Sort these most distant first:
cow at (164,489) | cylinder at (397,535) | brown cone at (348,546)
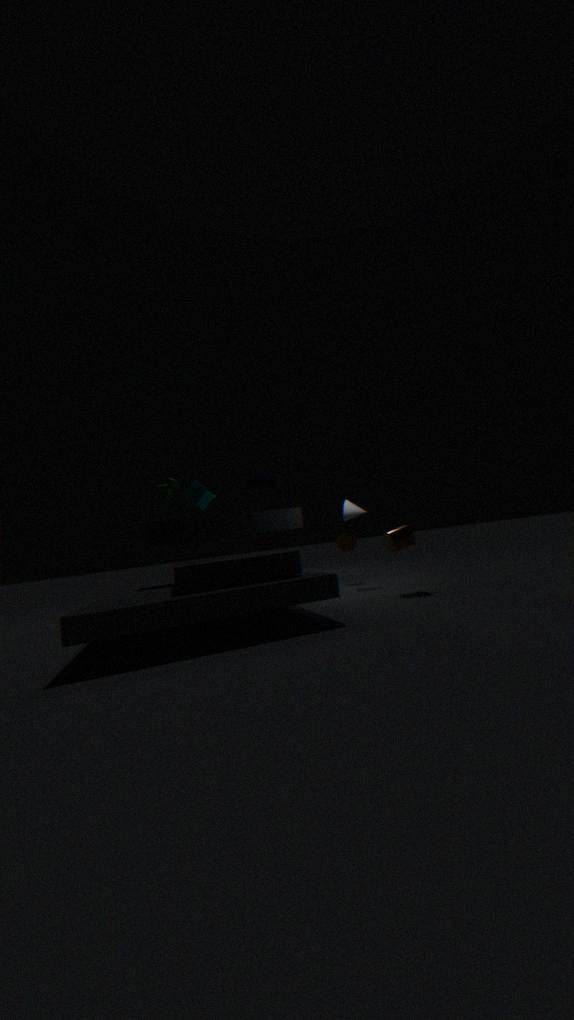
brown cone at (348,546), cow at (164,489), cylinder at (397,535)
